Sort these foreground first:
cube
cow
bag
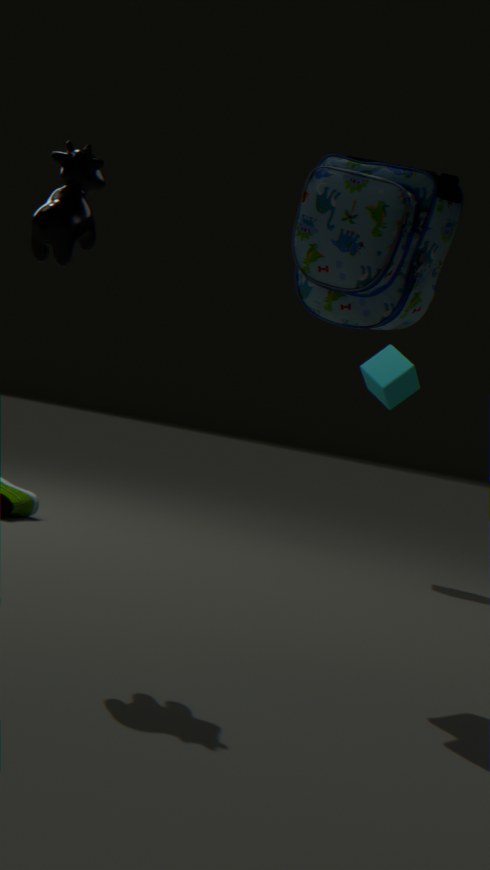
cow
bag
cube
